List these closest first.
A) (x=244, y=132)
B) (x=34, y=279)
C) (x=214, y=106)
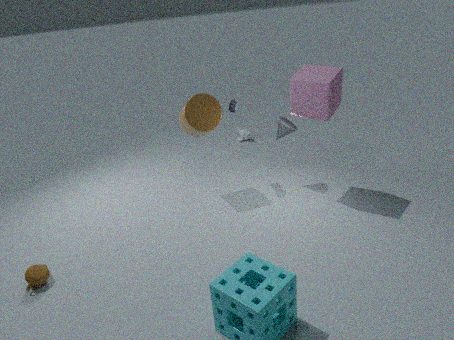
1. (x=34, y=279)
2. (x=214, y=106)
3. (x=244, y=132)
